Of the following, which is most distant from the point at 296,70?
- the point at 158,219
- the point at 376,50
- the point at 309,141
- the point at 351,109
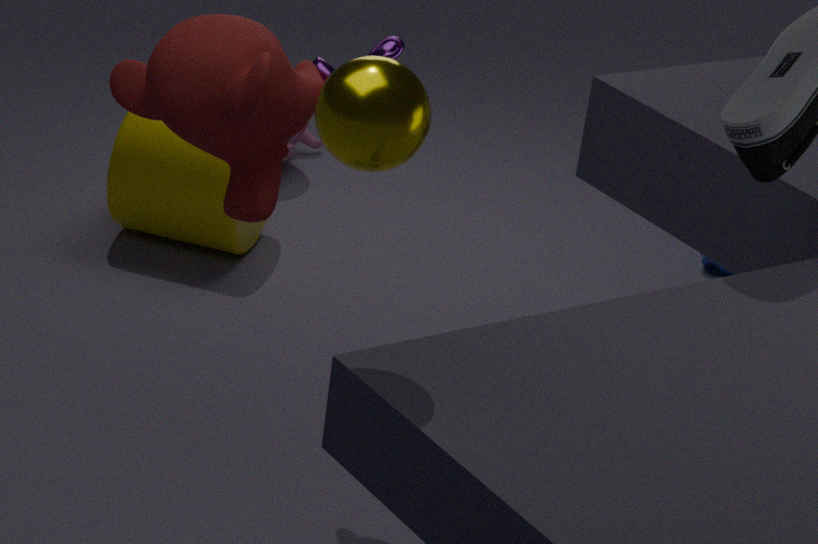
the point at 309,141
